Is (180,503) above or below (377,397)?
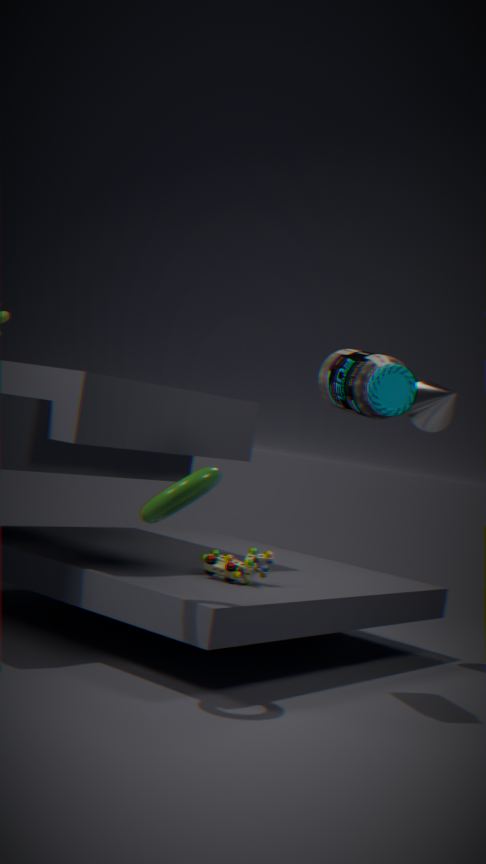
below
